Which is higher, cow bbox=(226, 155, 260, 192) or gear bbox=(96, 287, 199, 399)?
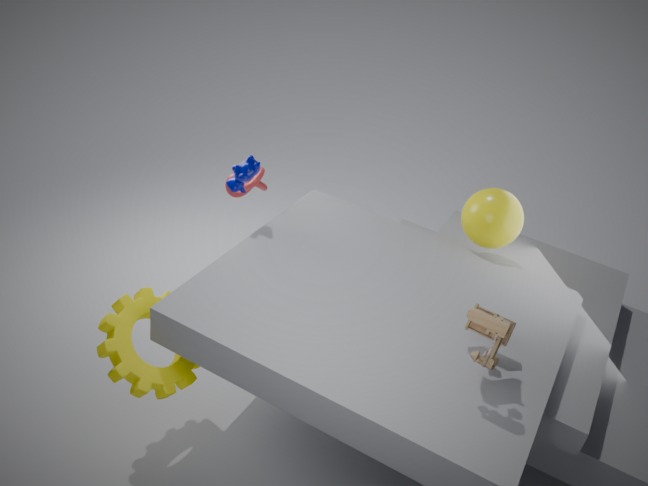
cow bbox=(226, 155, 260, 192)
